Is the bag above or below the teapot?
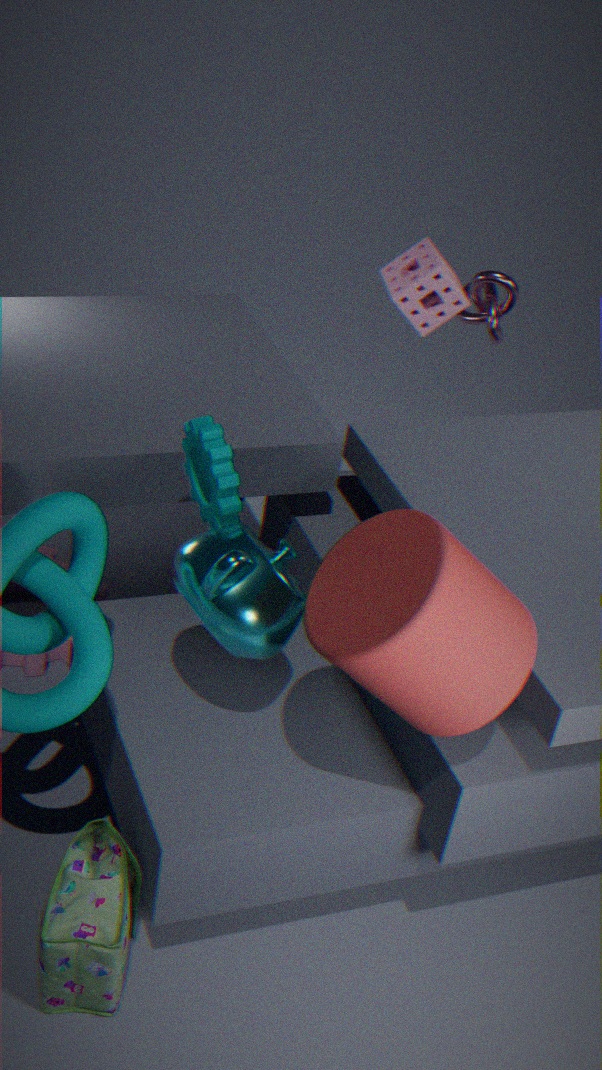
below
